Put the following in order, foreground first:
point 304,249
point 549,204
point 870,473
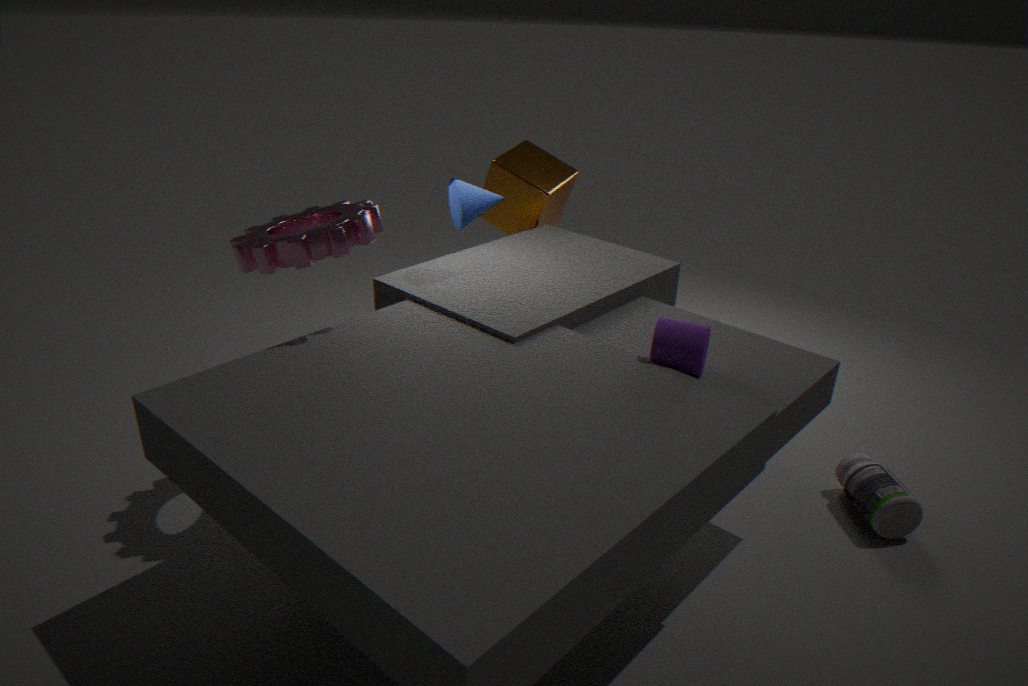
point 304,249
point 870,473
point 549,204
